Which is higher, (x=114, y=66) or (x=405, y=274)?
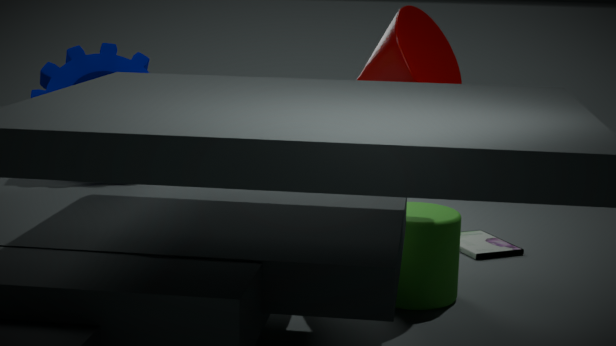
(x=114, y=66)
